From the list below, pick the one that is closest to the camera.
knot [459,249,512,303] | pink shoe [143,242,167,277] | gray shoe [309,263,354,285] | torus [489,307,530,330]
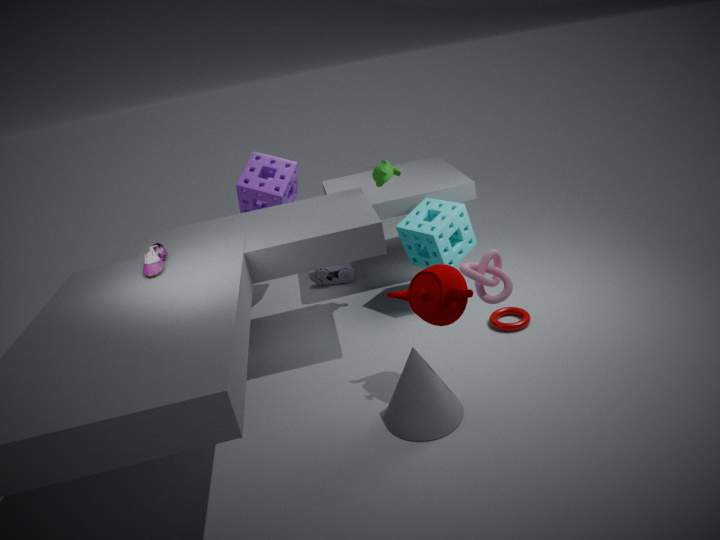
knot [459,249,512,303]
